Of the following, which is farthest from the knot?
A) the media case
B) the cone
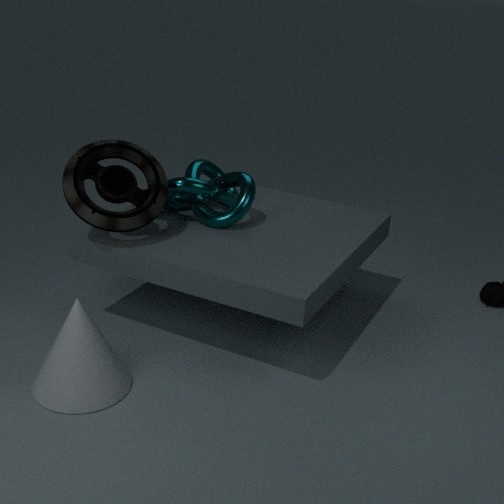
the cone
